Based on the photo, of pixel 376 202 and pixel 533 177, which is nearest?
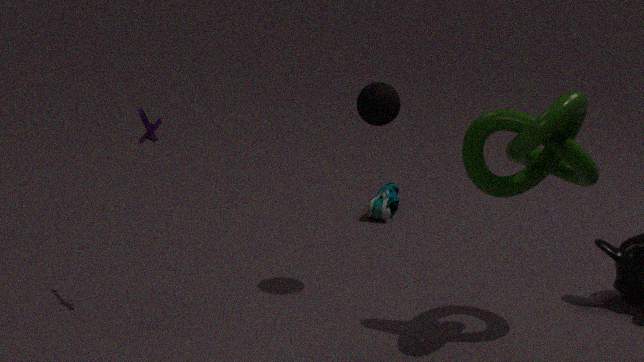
pixel 533 177
